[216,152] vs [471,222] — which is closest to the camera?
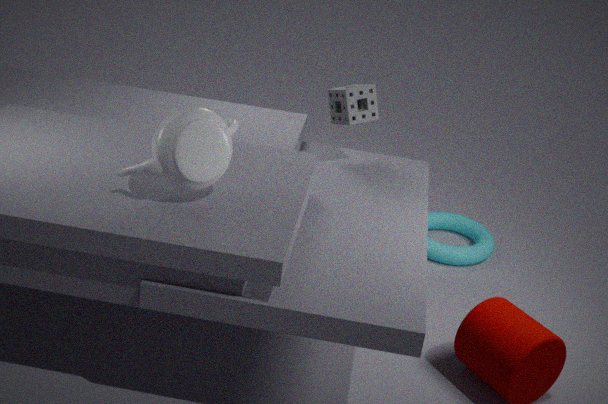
[216,152]
